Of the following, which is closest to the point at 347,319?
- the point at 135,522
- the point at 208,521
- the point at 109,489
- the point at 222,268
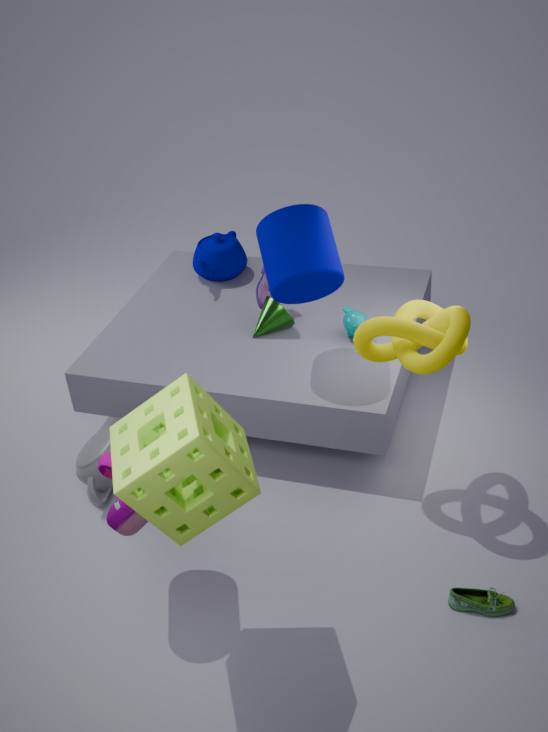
the point at 222,268
